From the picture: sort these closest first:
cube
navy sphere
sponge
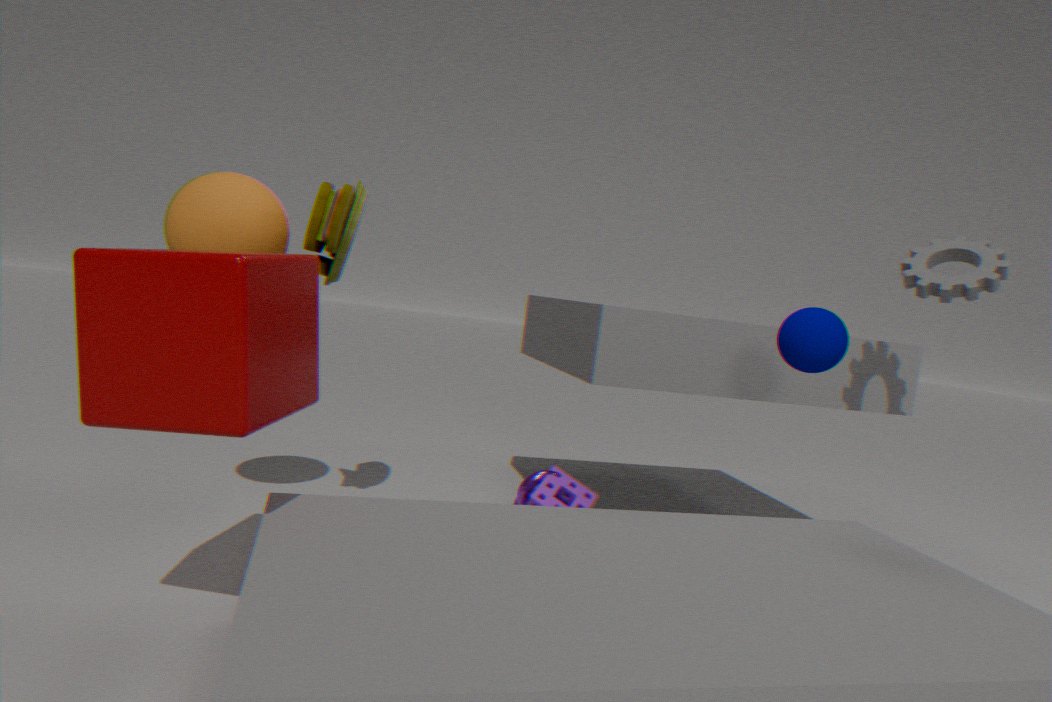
cube
navy sphere
sponge
